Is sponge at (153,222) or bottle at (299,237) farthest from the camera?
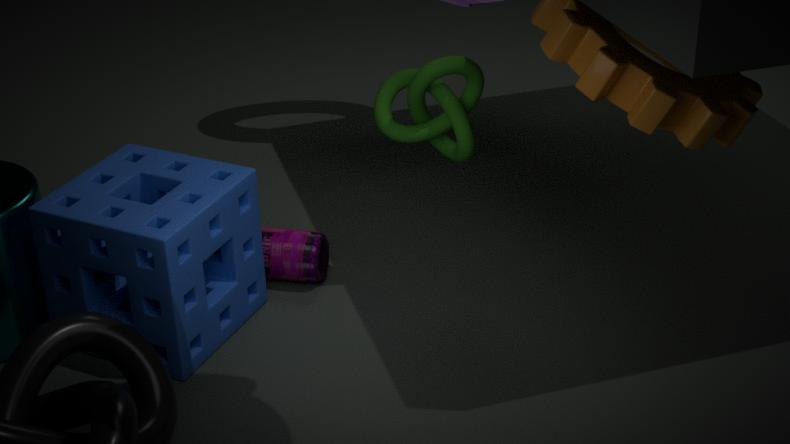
bottle at (299,237)
